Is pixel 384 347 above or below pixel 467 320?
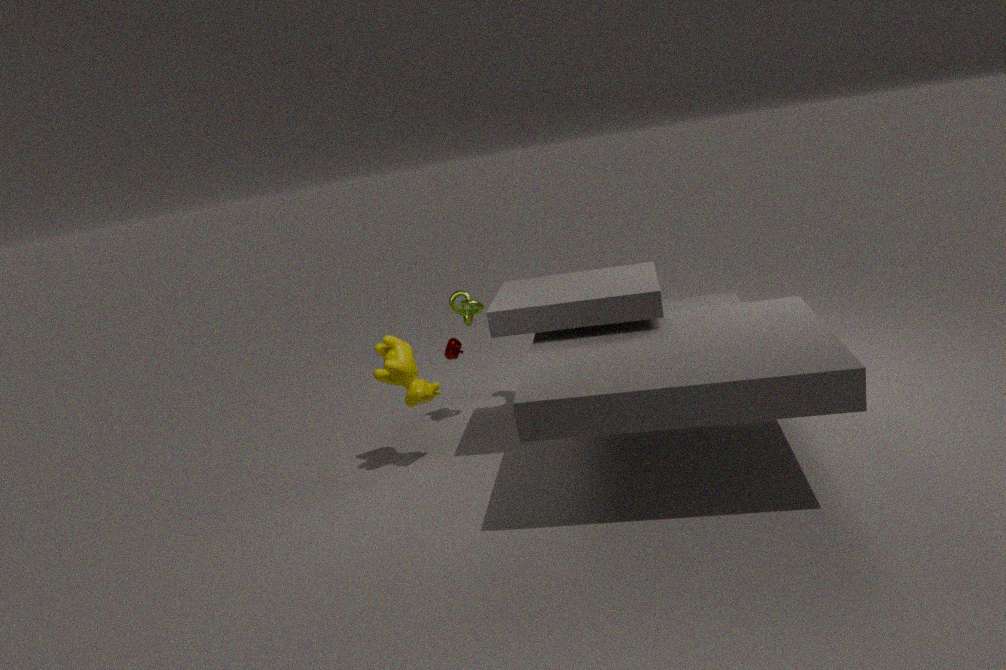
below
